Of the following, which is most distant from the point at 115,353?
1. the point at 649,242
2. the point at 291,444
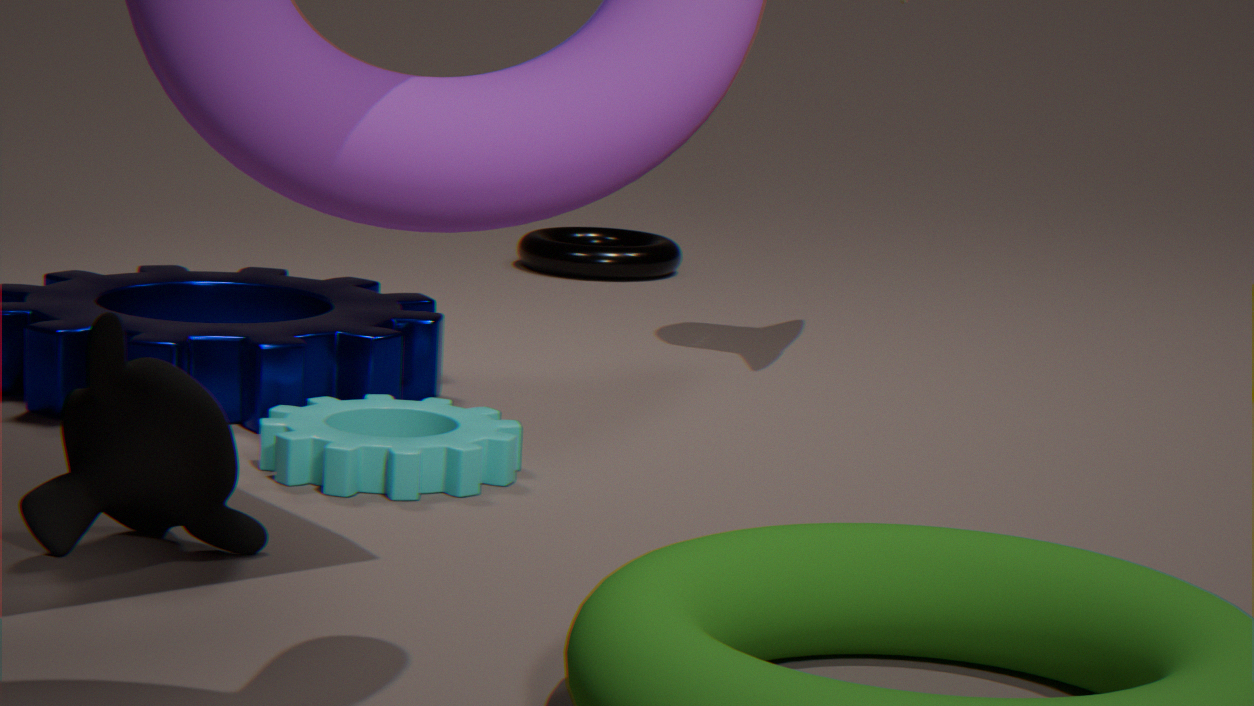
the point at 649,242
